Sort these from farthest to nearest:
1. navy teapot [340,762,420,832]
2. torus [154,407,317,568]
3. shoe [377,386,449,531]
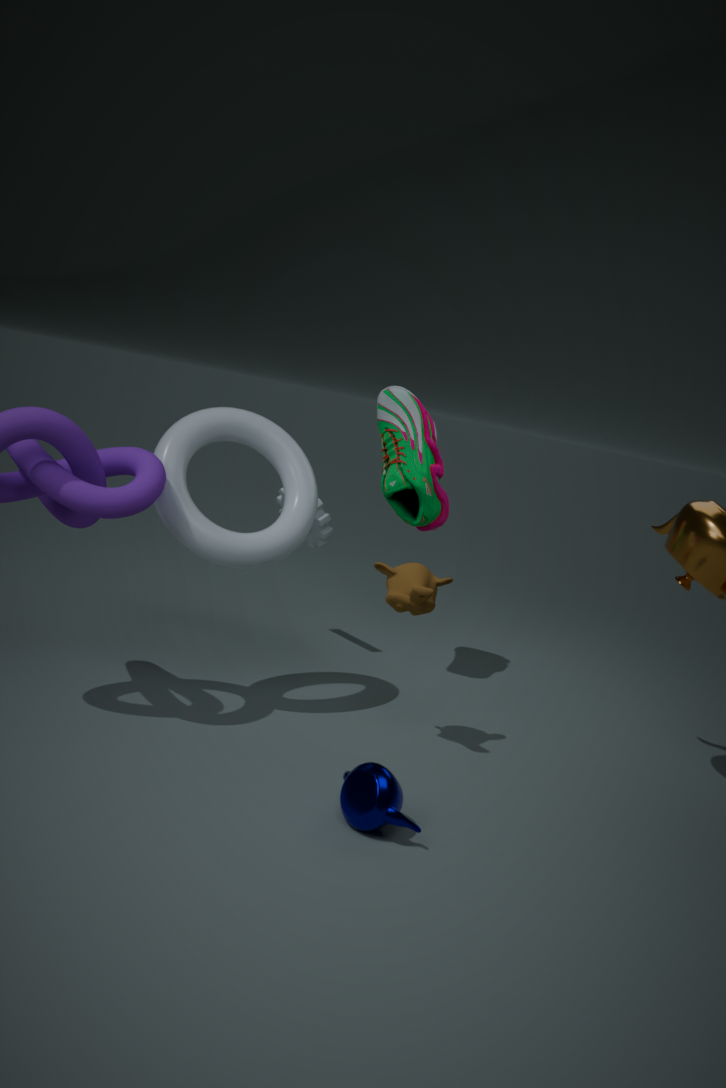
shoe [377,386,449,531] < torus [154,407,317,568] < navy teapot [340,762,420,832]
